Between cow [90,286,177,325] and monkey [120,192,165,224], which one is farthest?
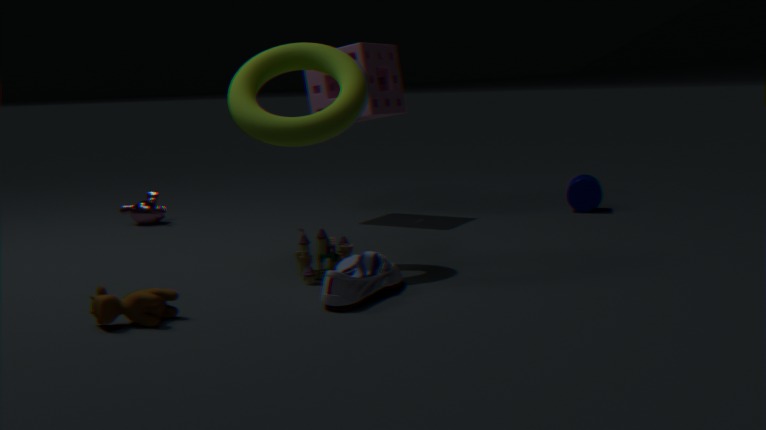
monkey [120,192,165,224]
